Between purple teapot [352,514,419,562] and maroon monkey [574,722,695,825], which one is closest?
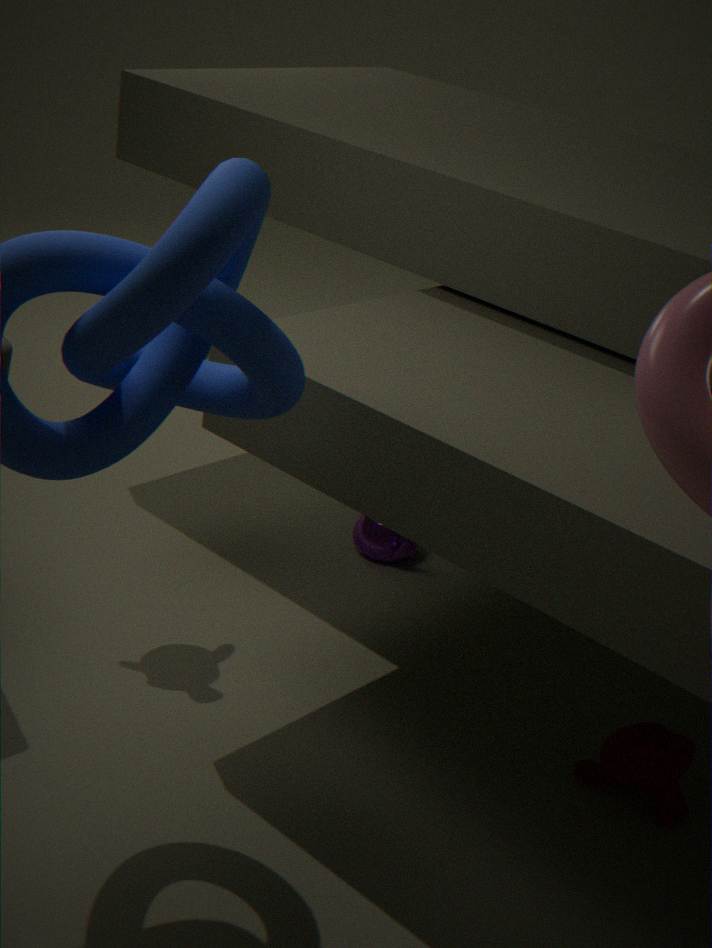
maroon monkey [574,722,695,825]
